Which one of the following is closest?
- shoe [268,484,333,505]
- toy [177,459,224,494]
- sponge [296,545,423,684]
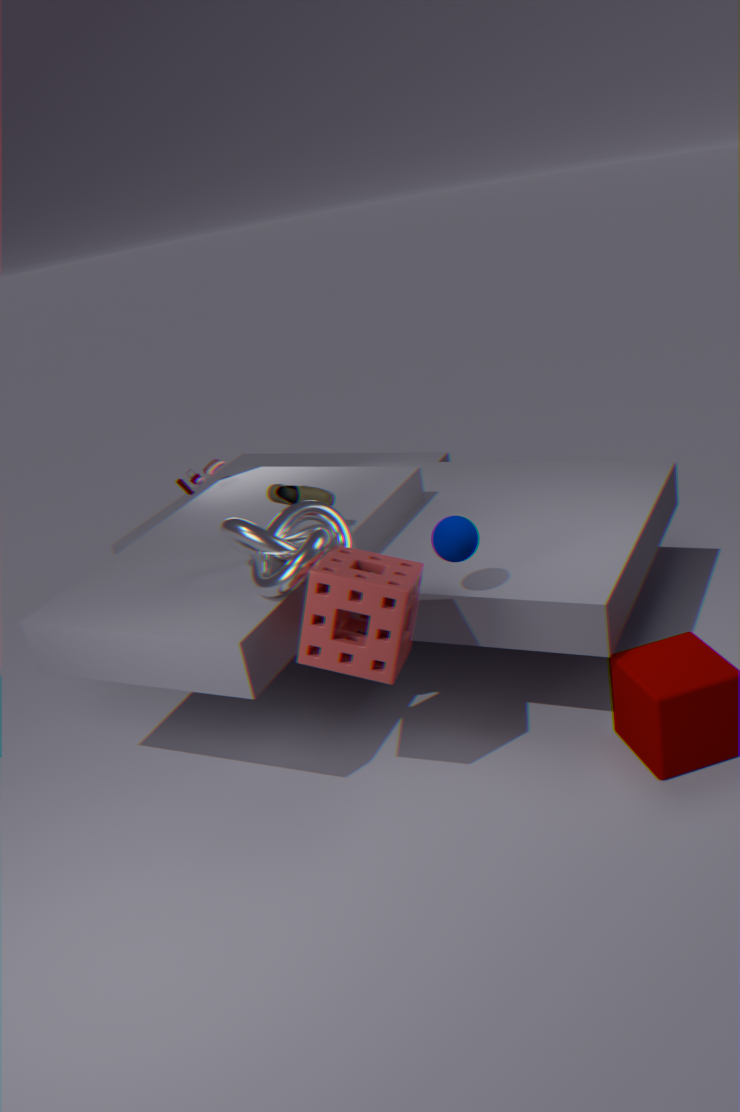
sponge [296,545,423,684]
